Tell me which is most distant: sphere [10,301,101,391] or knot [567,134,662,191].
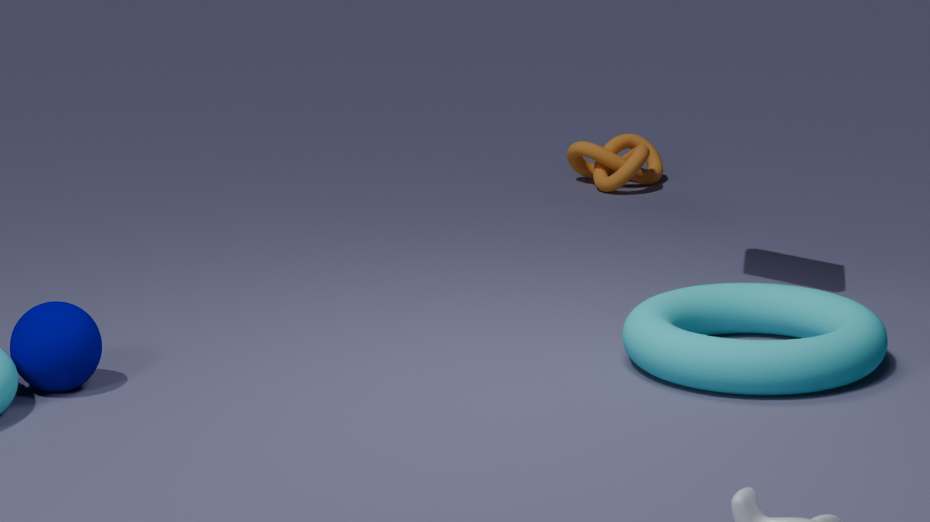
knot [567,134,662,191]
